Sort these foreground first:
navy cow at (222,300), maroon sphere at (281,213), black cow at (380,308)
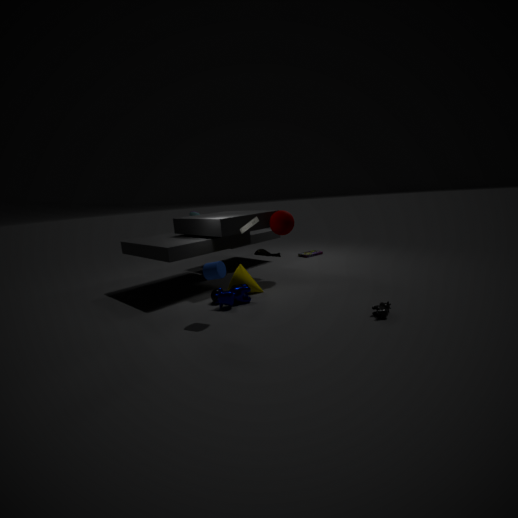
1. black cow at (380,308)
2. navy cow at (222,300)
3. maroon sphere at (281,213)
